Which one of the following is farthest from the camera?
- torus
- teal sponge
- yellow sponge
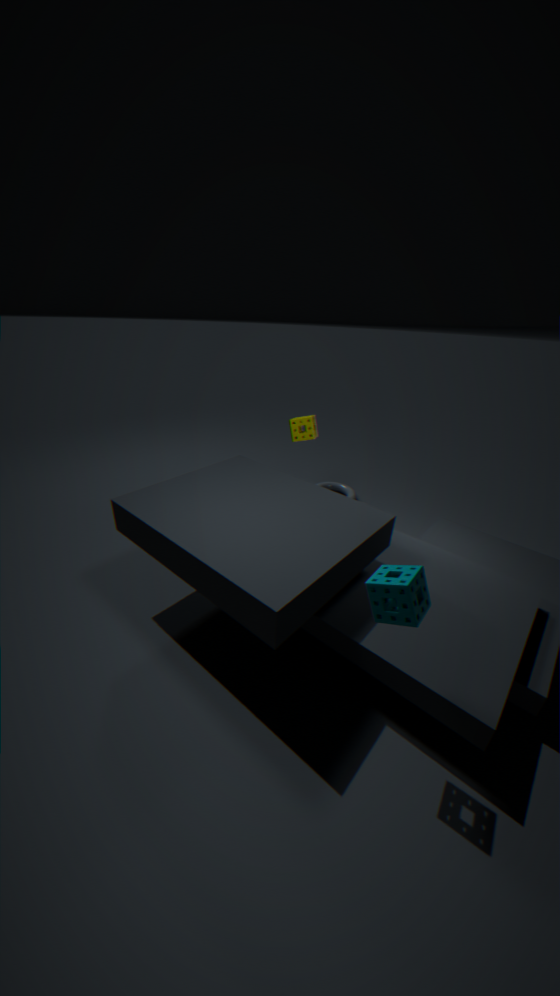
torus
